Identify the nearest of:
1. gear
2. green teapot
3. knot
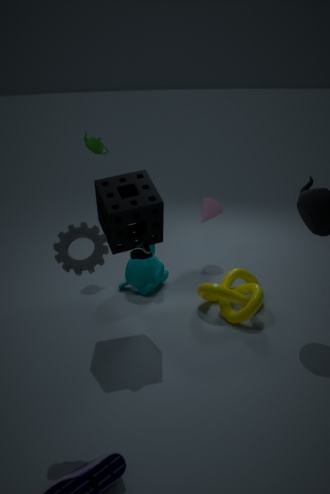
gear
